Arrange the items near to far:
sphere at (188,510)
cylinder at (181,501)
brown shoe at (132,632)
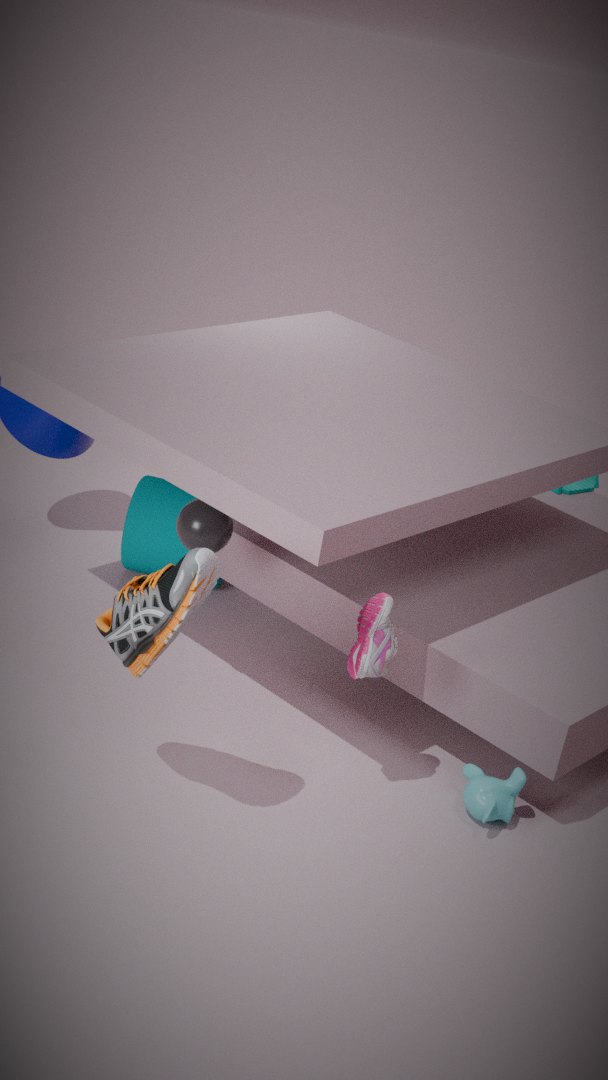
brown shoe at (132,632)
sphere at (188,510)
cylinder at (181,501)
